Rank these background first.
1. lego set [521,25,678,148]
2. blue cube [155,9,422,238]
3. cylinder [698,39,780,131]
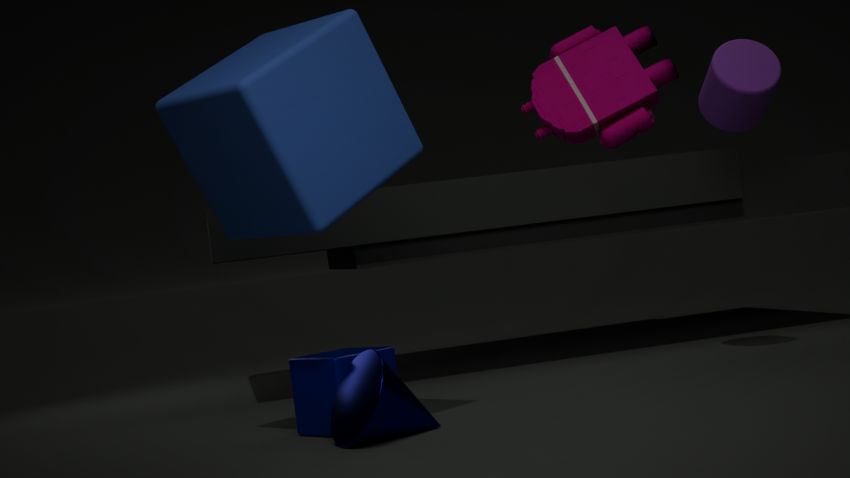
lego set [521,25,678,148]
cylinder [698,39,780,131]
blue cube [155,9,422,238]
